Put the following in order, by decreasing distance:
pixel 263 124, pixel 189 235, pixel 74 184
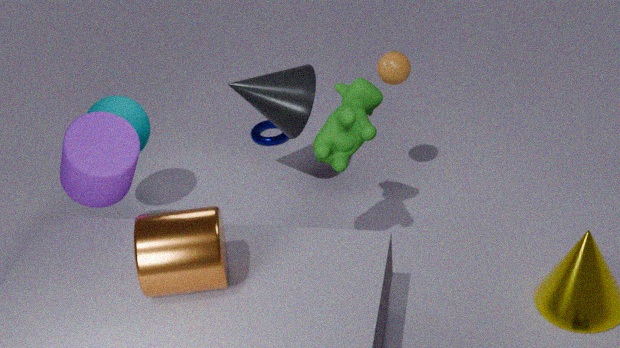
pixel 263 124 → pixel 74 184 → pixel 189 235
